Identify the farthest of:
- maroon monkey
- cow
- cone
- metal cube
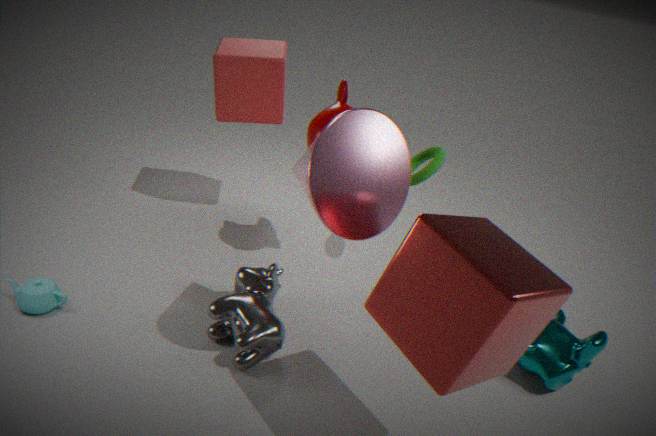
maroon monkey
